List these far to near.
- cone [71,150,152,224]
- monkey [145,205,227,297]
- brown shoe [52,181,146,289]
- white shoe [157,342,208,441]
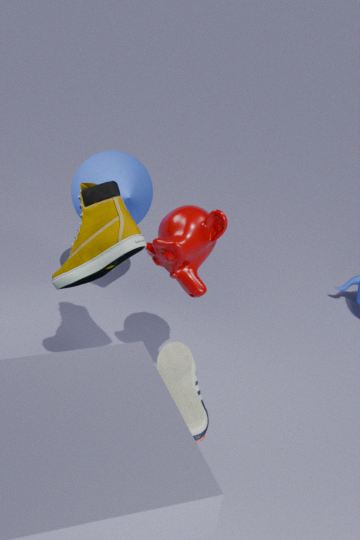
1. cone [71,150,152,224]
2. monkey [145,205,227,297]
3. brown shoe [52,181,146,289]
4. white shoe [157,342,208,441]
